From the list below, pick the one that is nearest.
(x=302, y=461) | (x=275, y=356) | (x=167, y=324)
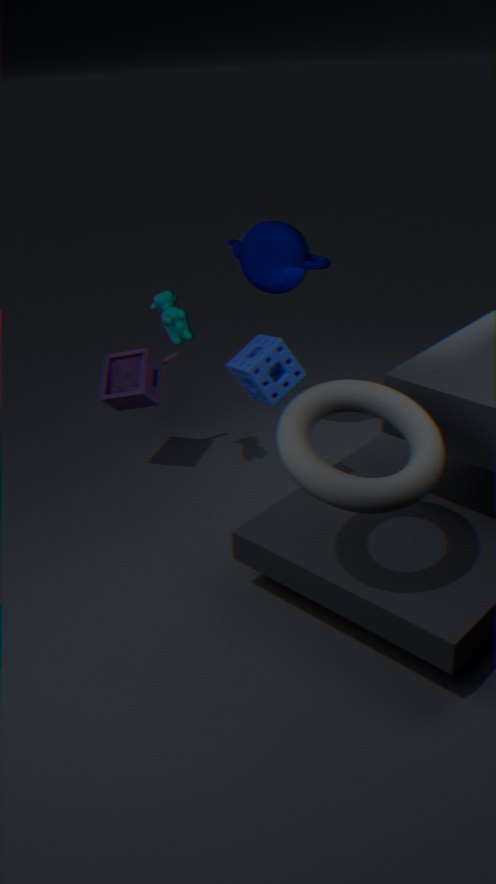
(x=302, y=461)
